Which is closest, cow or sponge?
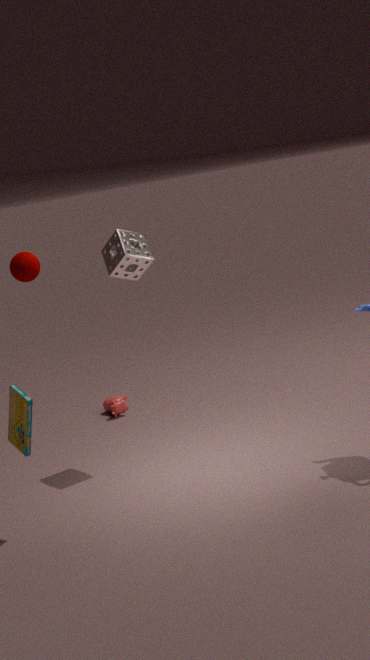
sponge
